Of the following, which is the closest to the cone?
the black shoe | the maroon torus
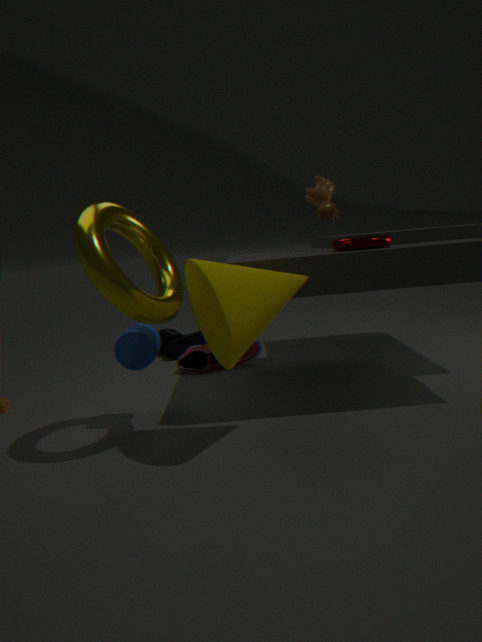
the maroon torus
